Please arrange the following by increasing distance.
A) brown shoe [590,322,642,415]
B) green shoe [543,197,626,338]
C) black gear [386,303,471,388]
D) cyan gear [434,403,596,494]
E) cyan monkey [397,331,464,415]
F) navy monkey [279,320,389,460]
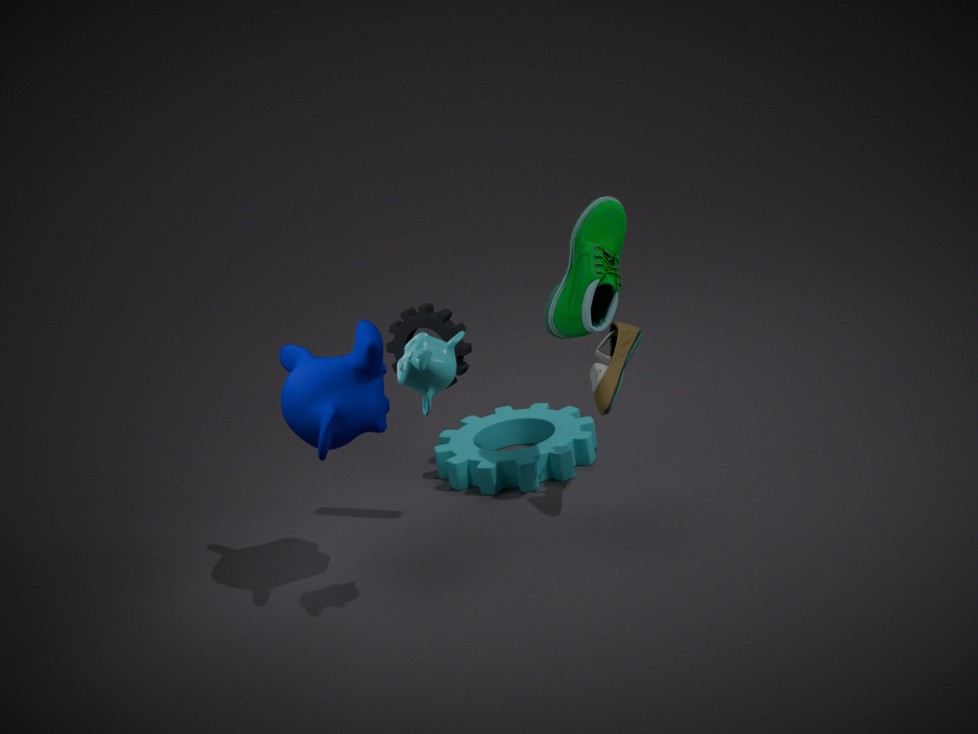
1. cyan monkey [397,331,464,415]
2. navy monkey [279,320,389,460]
3. brown shoe [590,322,642,415]
4. black gear [386,303,471,388]
5. green shoe [543,197,626,338]
6. cyan gear [434,403,596,494]
